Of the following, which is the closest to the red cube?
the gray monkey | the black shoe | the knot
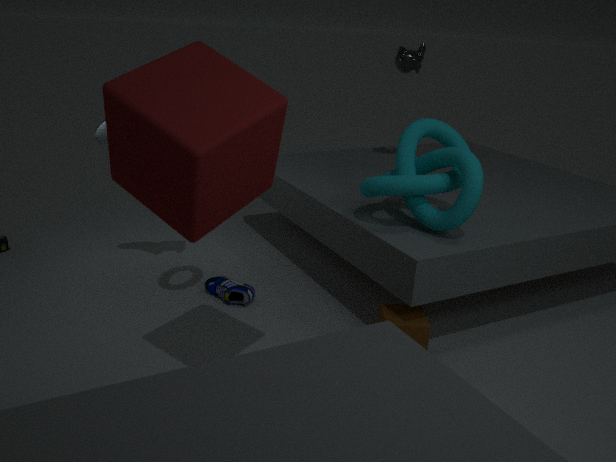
the knot
